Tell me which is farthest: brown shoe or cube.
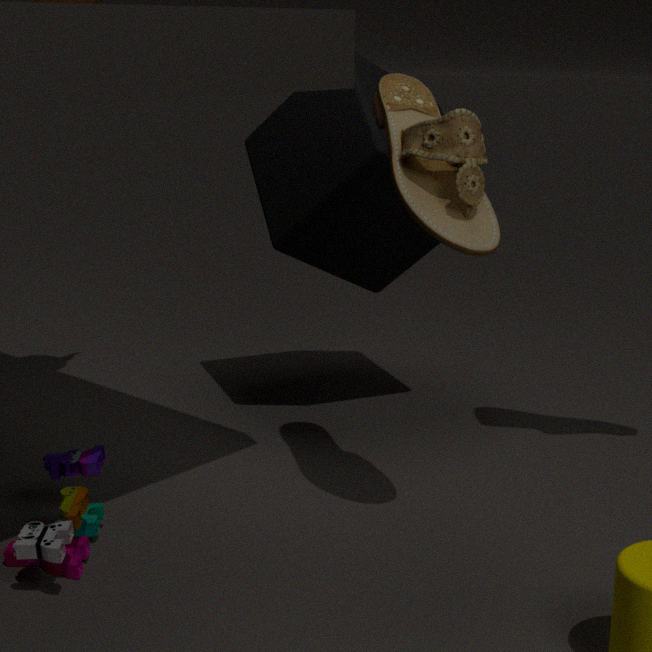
cube
